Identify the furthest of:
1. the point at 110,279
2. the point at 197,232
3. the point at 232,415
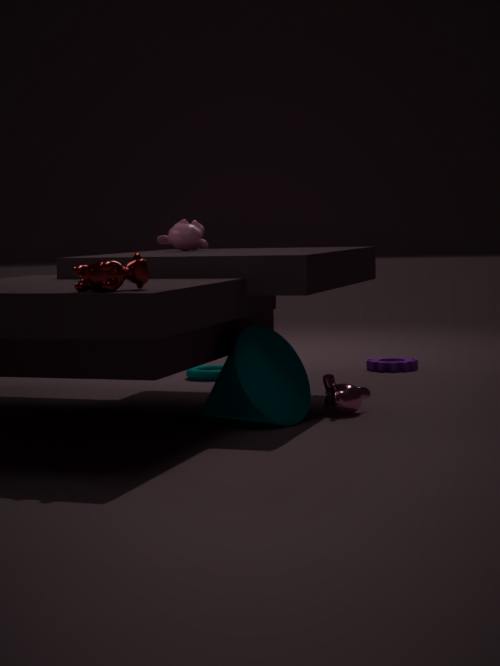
the point at 197,232
